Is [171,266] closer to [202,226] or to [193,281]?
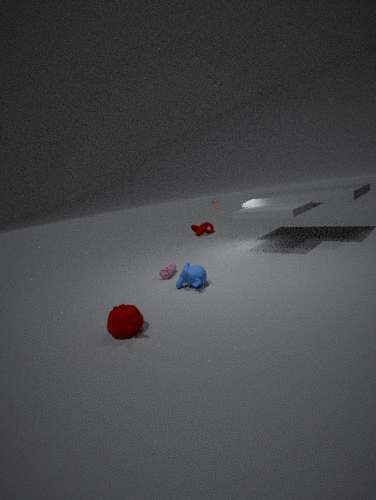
[193,281]
